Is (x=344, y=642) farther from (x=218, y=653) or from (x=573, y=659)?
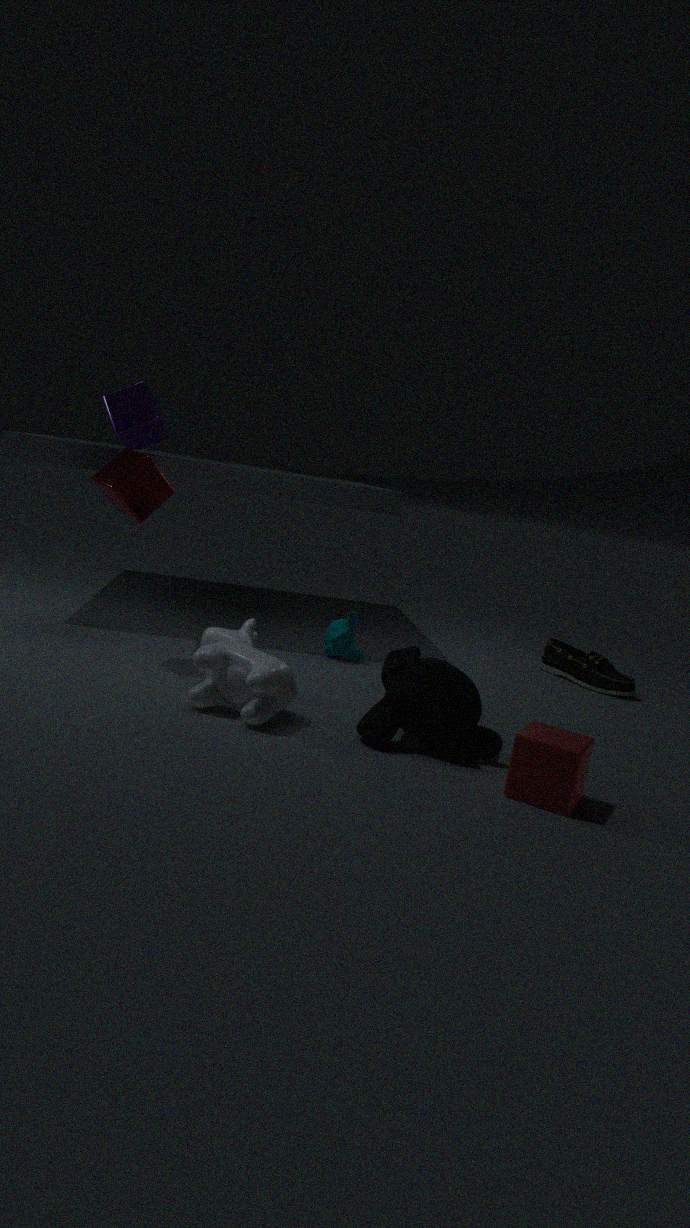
(x=573, y=659)
